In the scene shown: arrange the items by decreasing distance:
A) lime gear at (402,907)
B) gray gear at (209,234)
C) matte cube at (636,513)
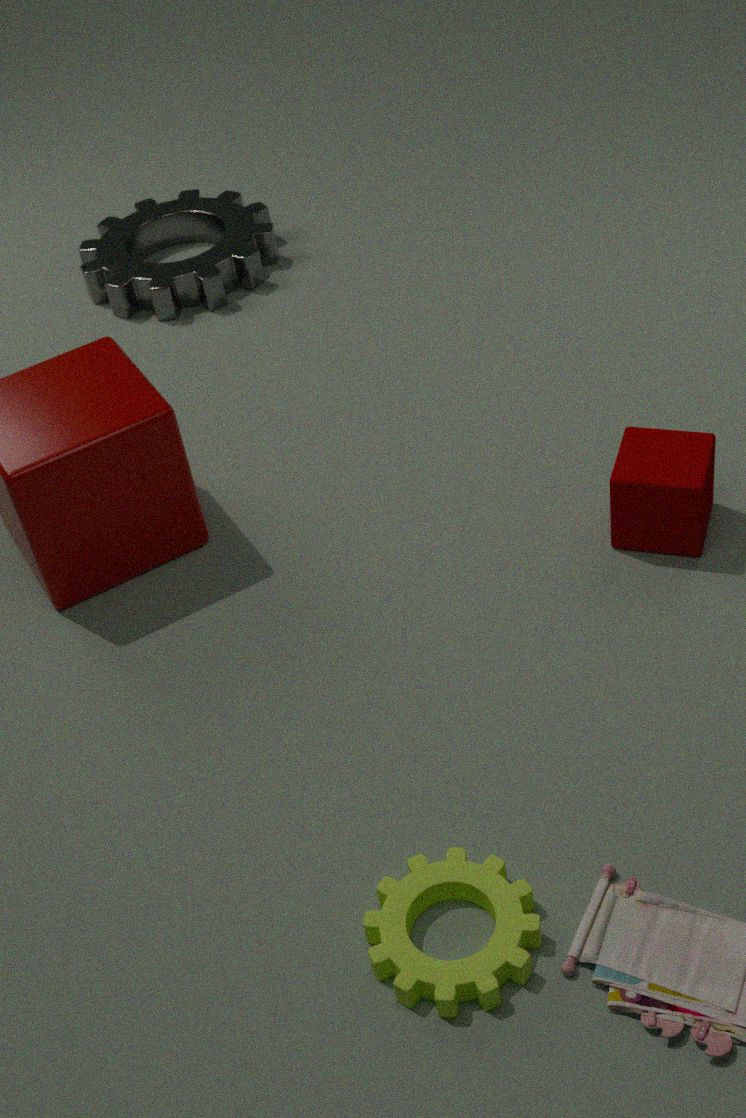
gray gear at (209,234), matte cube at (636,513), lime gear at (402,907)
